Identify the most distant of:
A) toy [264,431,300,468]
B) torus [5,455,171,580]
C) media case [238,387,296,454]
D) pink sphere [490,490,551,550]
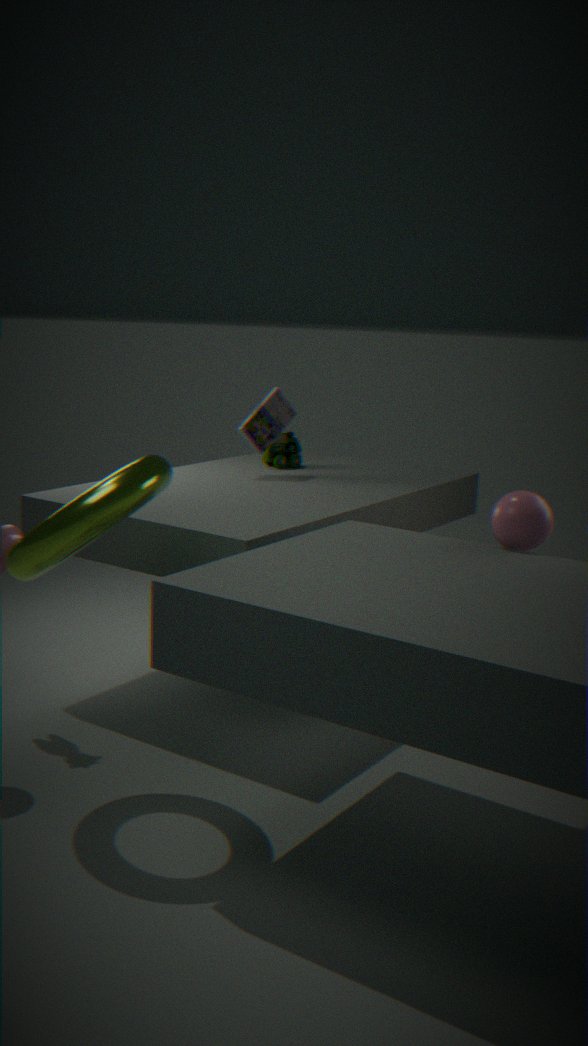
A. toy [264,431,300,468]
